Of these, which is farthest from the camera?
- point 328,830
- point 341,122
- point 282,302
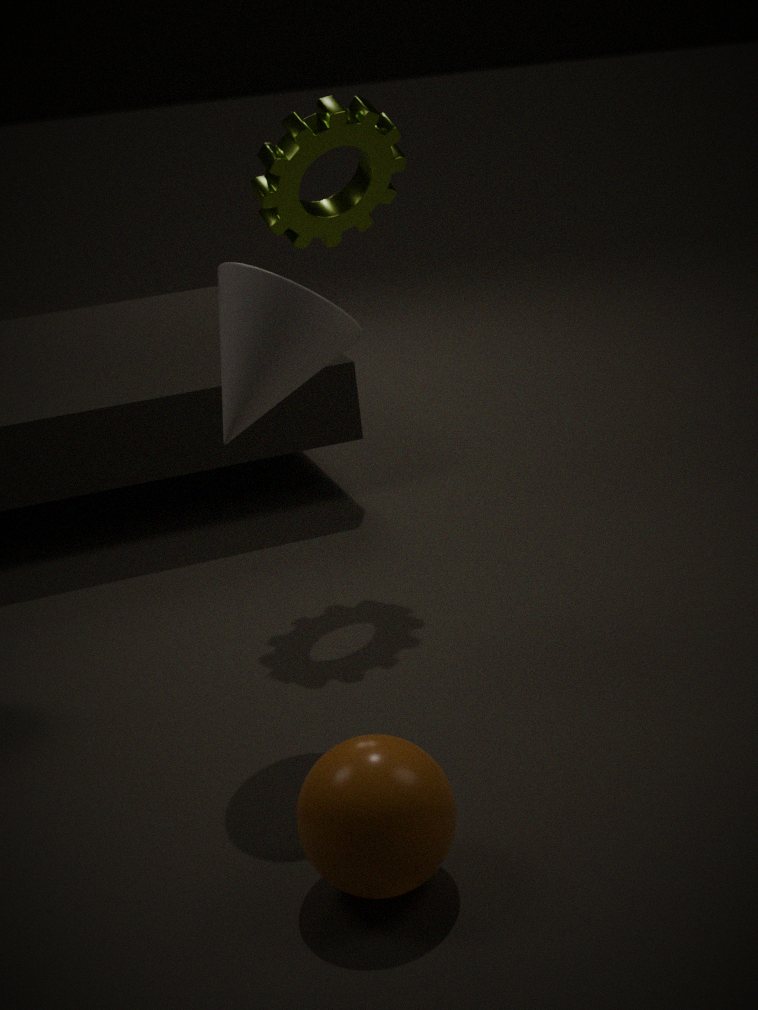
point 341,122
